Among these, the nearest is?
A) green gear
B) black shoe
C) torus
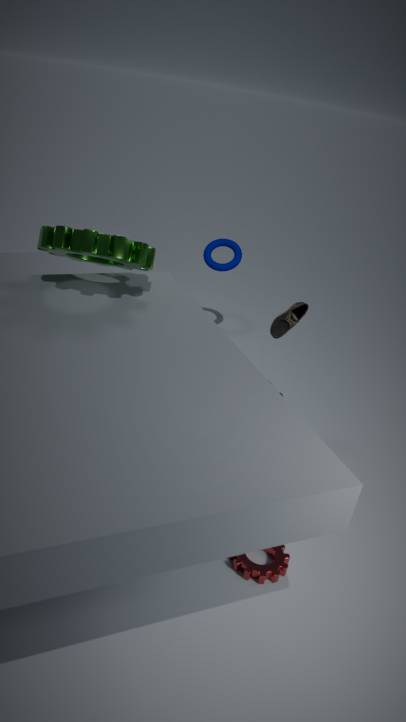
green gear
